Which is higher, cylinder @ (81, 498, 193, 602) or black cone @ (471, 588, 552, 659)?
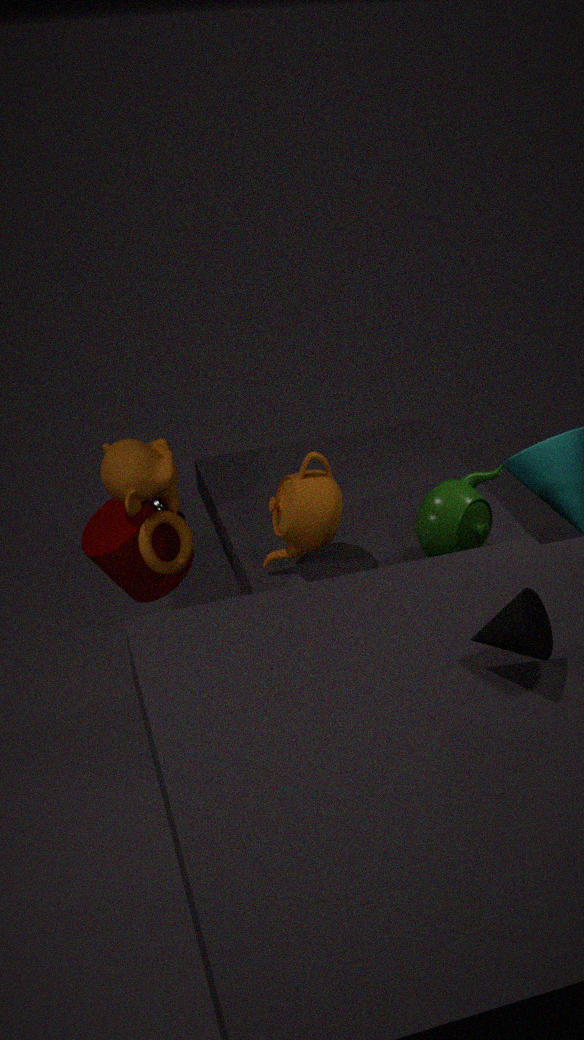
black cone @ (471, 588, 552, 659)
